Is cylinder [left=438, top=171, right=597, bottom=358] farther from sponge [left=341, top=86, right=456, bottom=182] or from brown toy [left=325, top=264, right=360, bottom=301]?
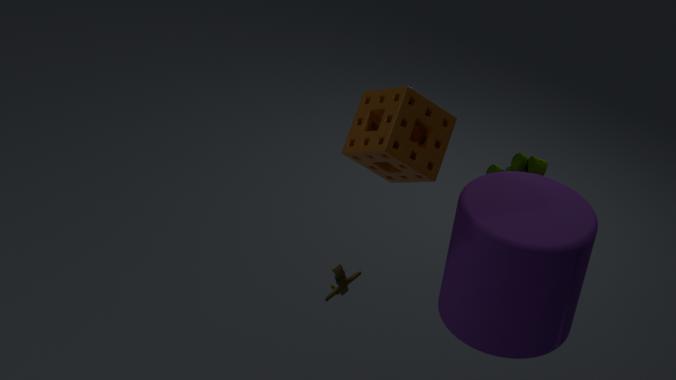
brown toy [left=325, top=264, right=360, bottom=301]
